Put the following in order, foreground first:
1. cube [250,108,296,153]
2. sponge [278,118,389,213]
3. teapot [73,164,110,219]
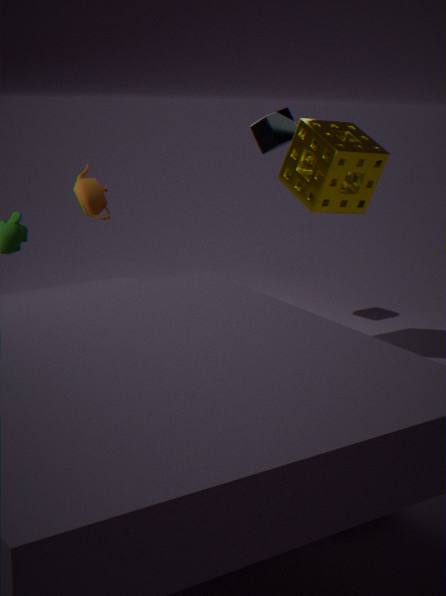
teapot [73,164,110,219] < sponge [278,118,389,213] < cube [250,108,296,153]
